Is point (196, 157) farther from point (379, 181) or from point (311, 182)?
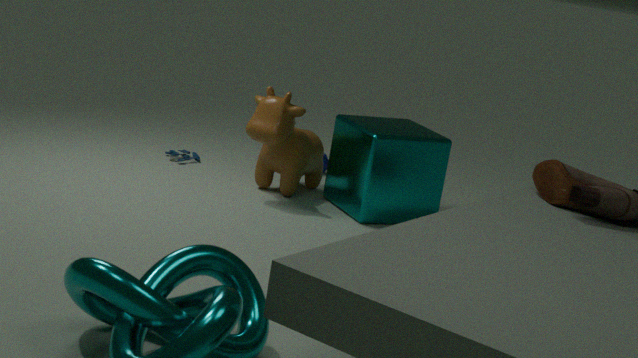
point (379, 181)
